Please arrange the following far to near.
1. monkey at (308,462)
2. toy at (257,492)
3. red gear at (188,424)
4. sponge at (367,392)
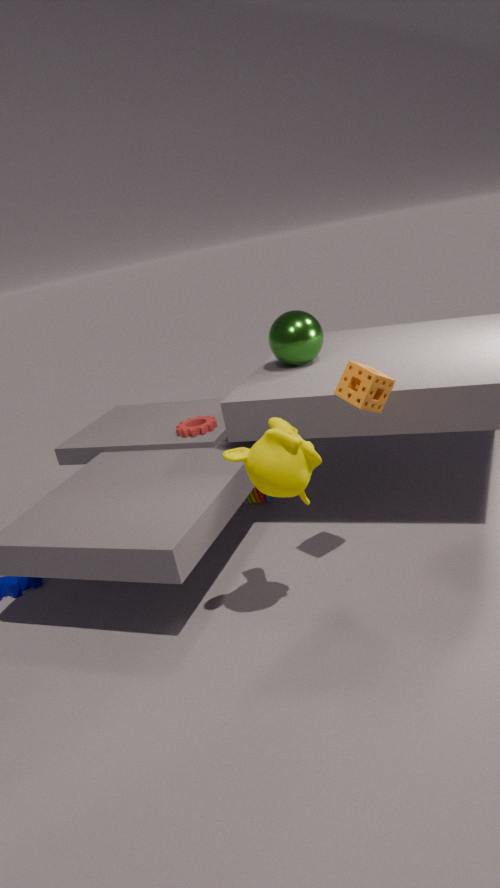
toy at (257,492), red gear at (188,424), sponge at (367,392), monkey at (308,462)
